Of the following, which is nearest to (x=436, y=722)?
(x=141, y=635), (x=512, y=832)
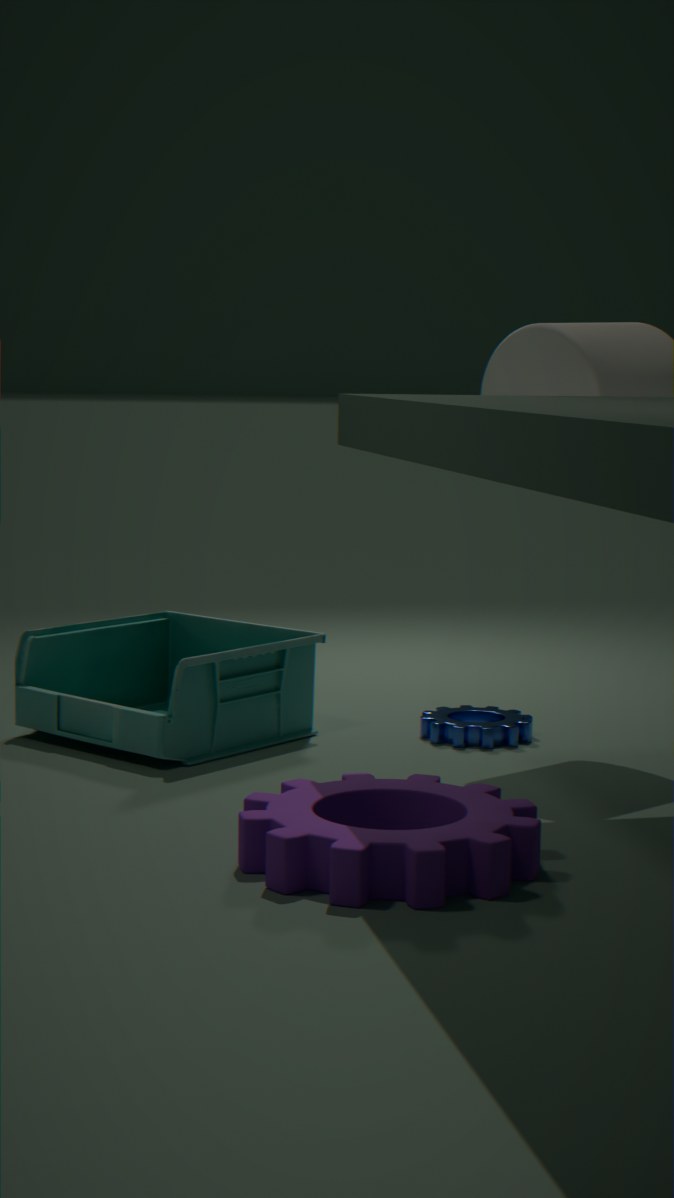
(x=141, y=635)
